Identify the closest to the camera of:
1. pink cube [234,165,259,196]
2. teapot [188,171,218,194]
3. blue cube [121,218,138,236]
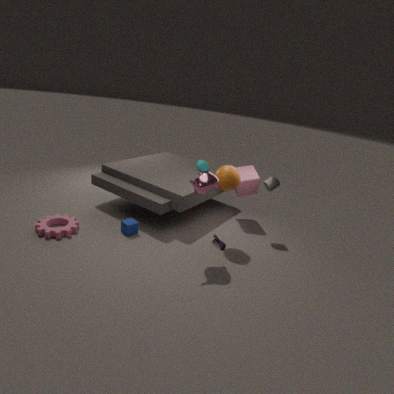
teapot [188,171,218,194]
